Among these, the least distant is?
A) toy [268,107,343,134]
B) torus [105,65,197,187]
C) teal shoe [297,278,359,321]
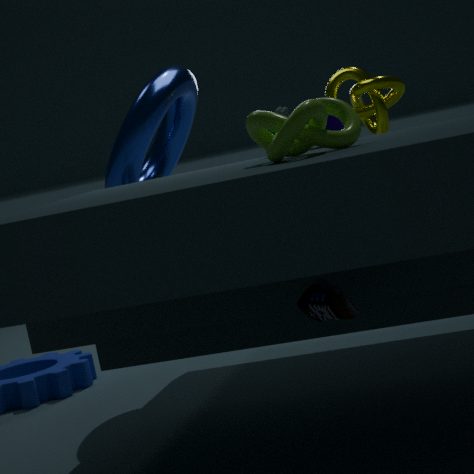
teal shoe [297,278,359,321]
